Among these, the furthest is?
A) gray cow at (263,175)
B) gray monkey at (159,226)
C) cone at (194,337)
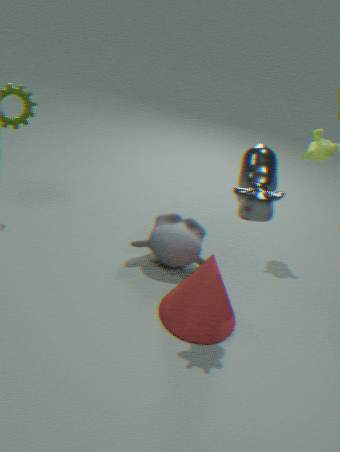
gray monkey at (159,226)
